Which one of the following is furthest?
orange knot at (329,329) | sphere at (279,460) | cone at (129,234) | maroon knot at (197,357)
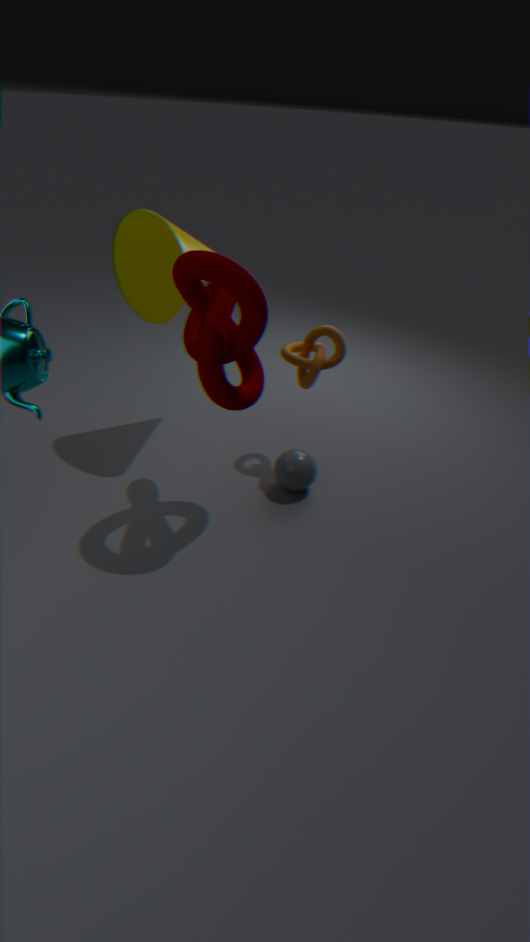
sphere at (279,460)
